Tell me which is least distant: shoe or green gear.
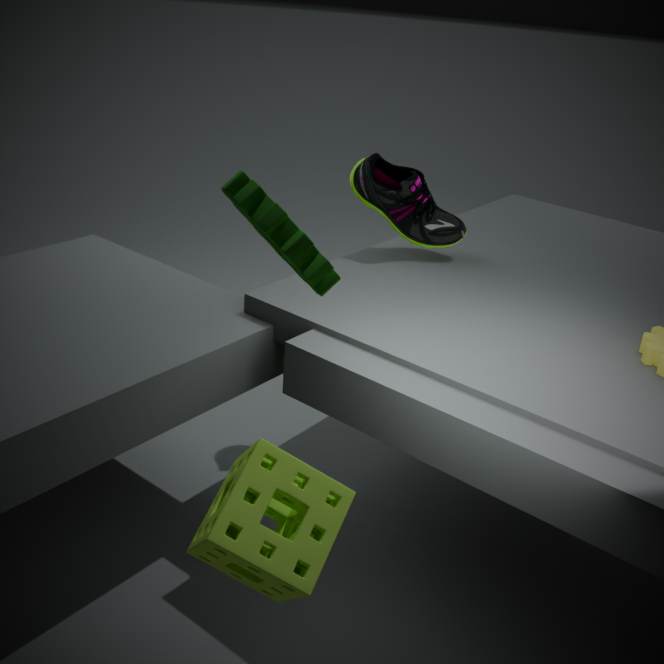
green gear
